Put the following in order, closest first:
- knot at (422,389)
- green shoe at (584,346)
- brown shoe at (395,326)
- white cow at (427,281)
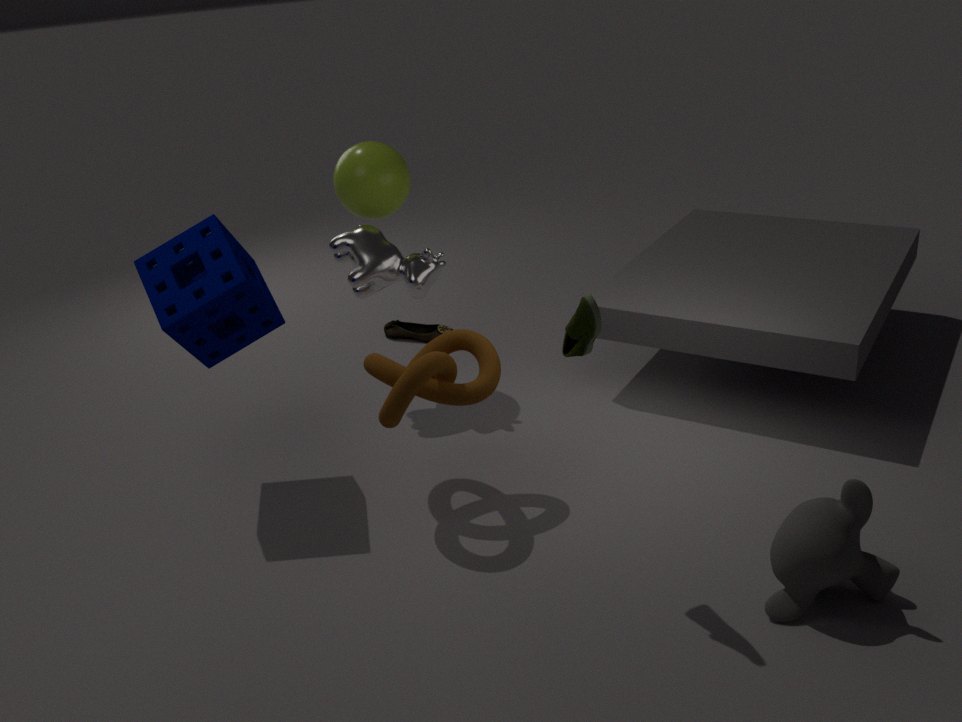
1. green shoe at (584,346)
2. knot at (422,389)
3. white cow at (427,281)
4. brown shoe at (395,326)
